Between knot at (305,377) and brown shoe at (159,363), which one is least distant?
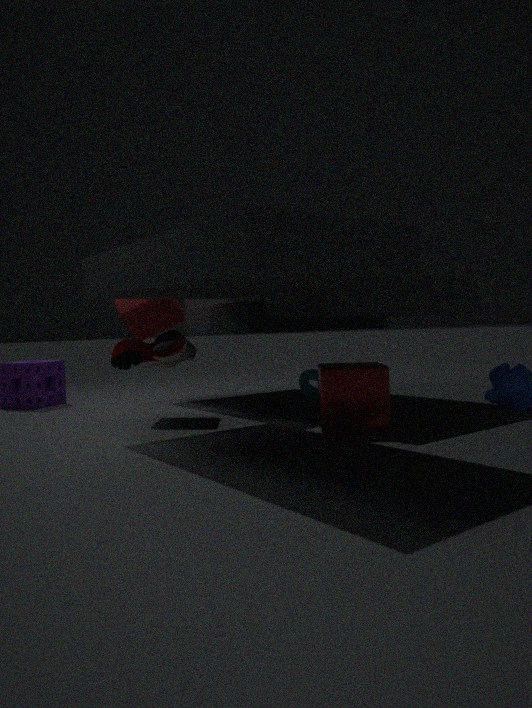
brown shoe at (159,363)
